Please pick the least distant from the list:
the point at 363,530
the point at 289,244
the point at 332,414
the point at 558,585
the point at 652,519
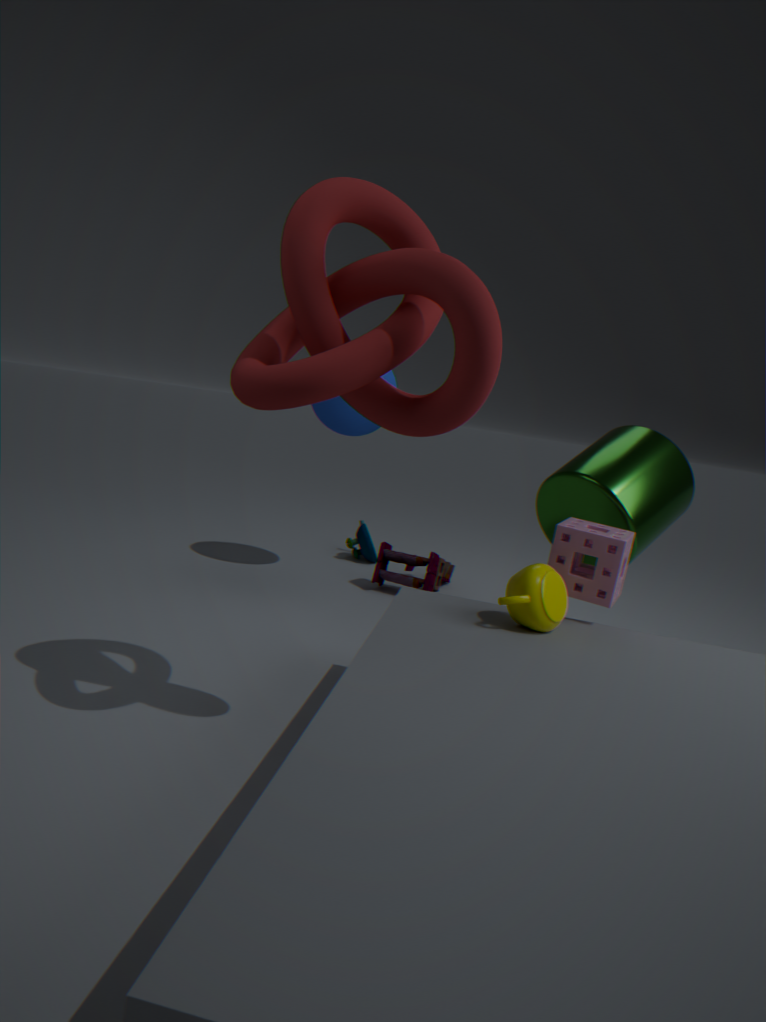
the point at 289,244
